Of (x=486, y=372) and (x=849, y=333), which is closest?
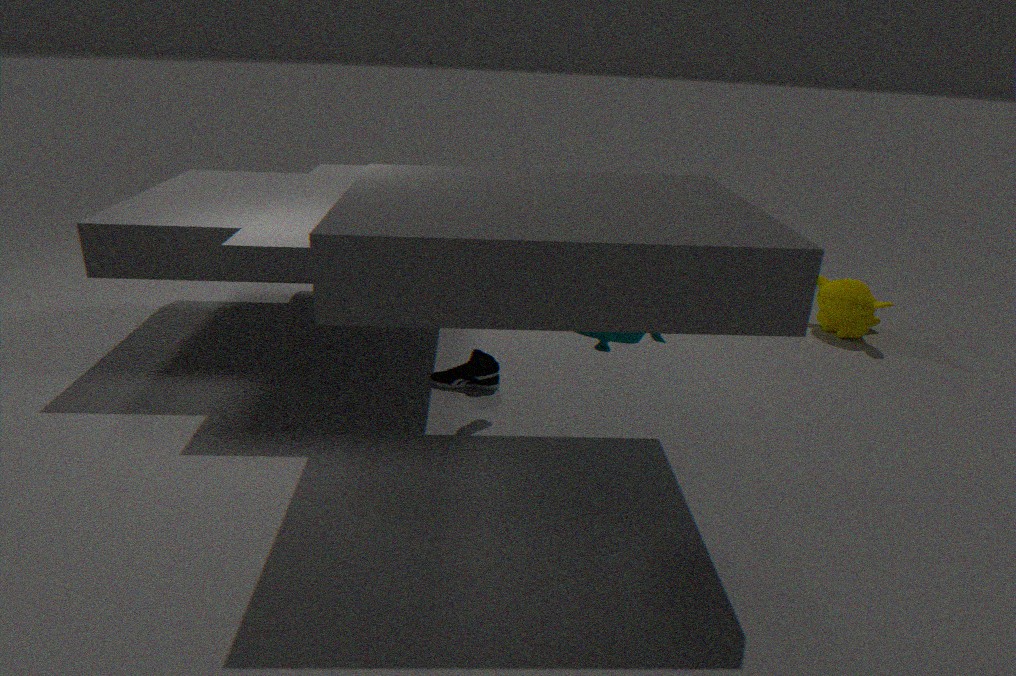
(x=486, y=372)
